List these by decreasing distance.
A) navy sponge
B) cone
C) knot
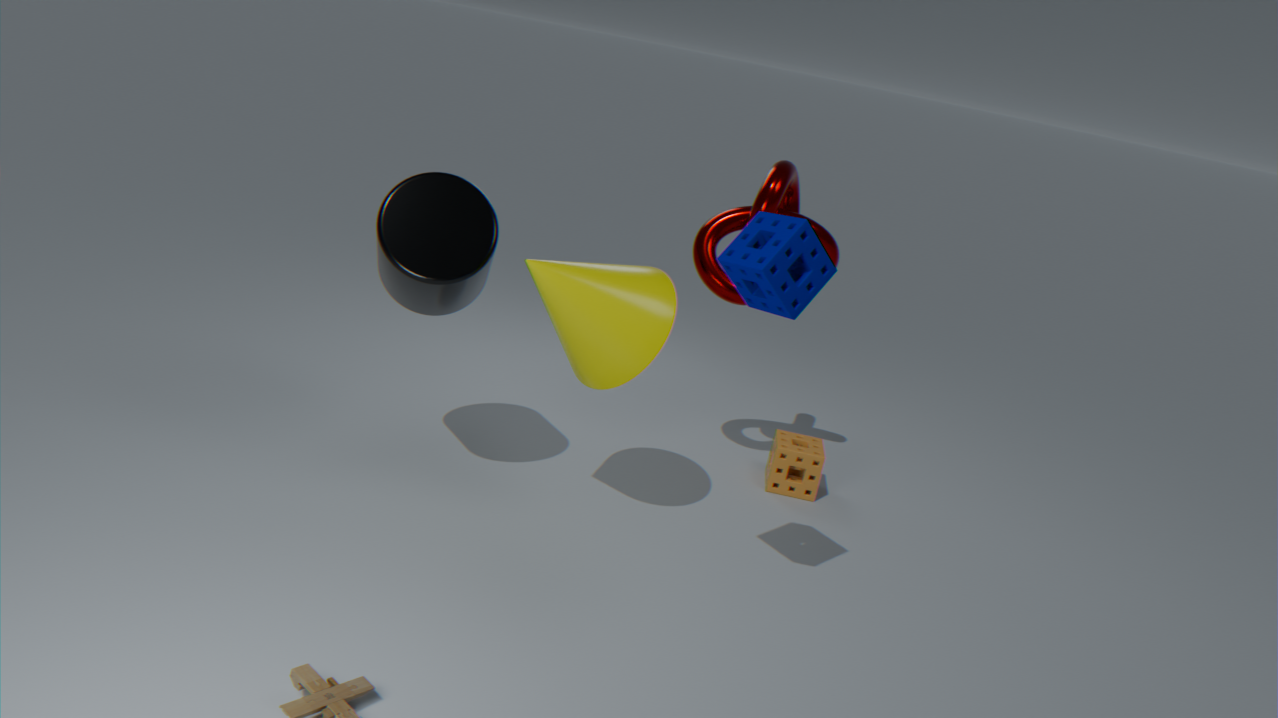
knot
cone
navy sponge
